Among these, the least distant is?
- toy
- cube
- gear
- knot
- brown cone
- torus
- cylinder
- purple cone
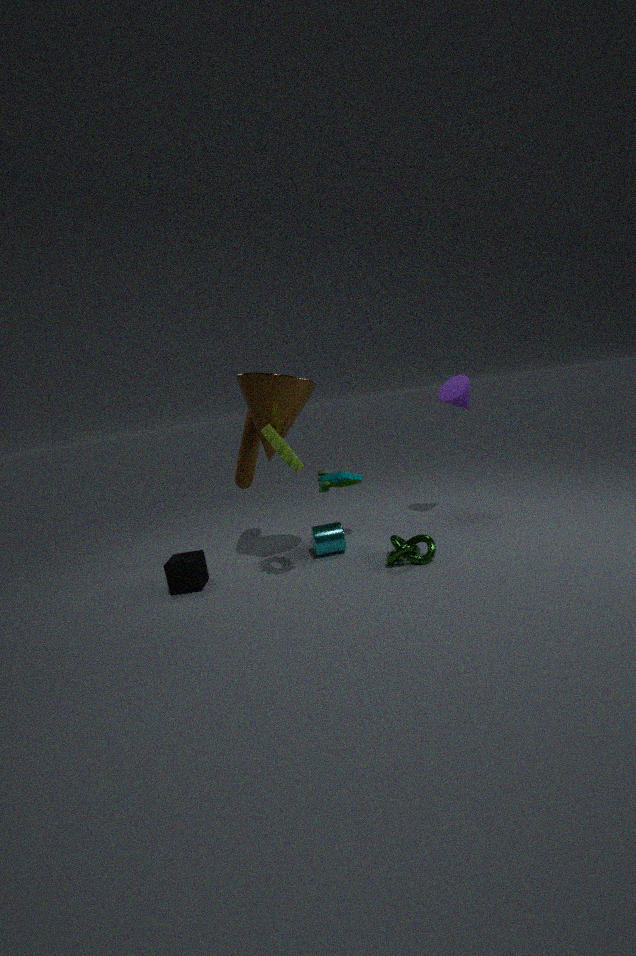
gear
